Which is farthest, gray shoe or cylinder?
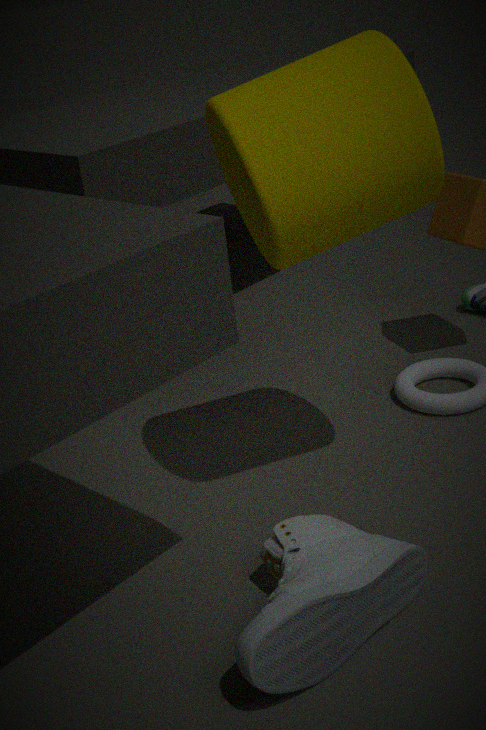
cylinder
